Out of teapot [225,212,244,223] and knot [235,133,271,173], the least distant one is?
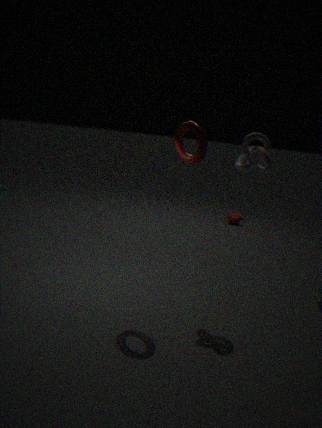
knot [235,133,271,173]
